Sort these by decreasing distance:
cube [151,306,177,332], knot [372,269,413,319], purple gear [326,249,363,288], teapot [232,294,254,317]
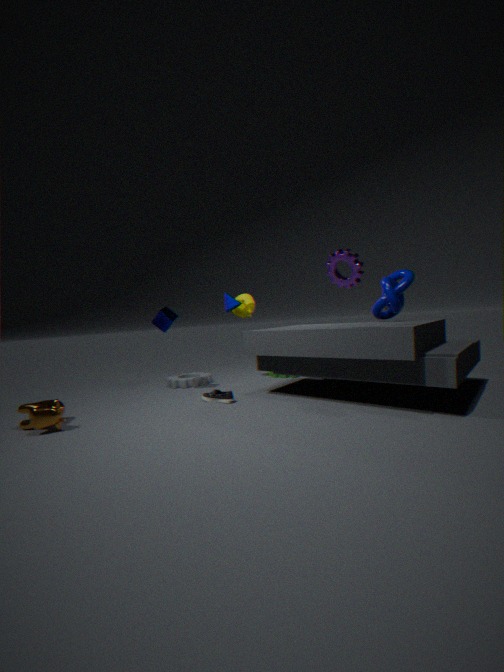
teapot [232,294,254,317] → cube [151,306,177,332] → knot [372,269,413,319] → purple gear [326,249,363,288]
